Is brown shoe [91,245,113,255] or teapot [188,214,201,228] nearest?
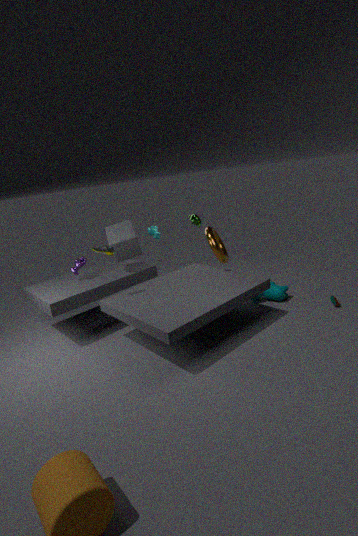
brown shoe [91,245,113,255]
